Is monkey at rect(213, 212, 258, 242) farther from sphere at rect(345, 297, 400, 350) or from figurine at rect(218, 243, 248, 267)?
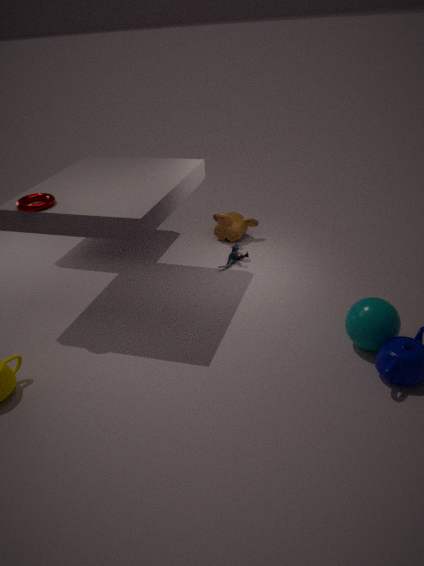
sphere at rect(345, 297, 400, 350)
